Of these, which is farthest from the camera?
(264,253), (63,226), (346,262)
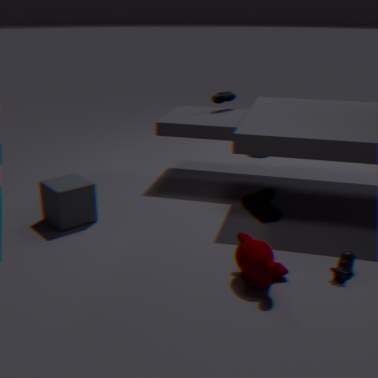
(63,226)
